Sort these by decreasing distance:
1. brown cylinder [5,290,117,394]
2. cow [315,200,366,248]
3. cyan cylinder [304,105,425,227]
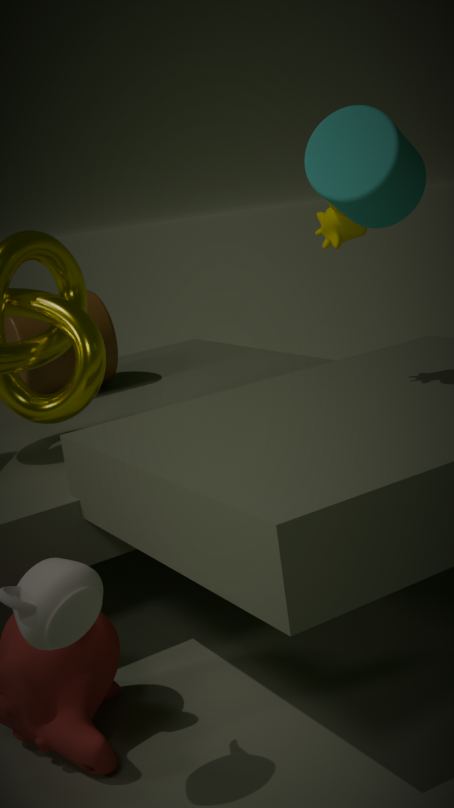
1. brown cylinder [5,290,117,394]
2. cow [315,200,366,248]
3. cyan cylinder [304,105,425,227]
